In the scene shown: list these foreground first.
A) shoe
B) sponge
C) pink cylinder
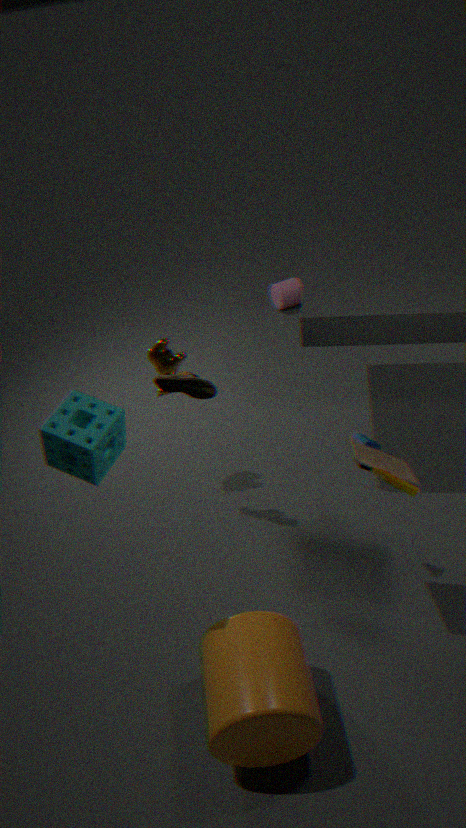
sponge
shoe
pink cylinder
